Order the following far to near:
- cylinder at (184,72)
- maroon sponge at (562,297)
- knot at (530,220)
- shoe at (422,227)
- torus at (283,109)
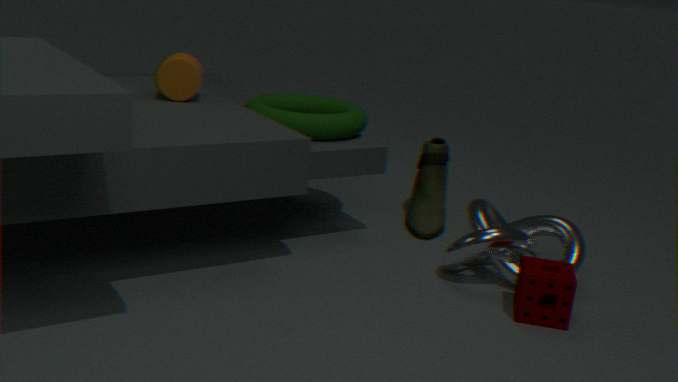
shoe at (422,227) < cylinder at (184,72) < torus at (283,109) < knot at (530,220) < maroon sponge at (562,297)
